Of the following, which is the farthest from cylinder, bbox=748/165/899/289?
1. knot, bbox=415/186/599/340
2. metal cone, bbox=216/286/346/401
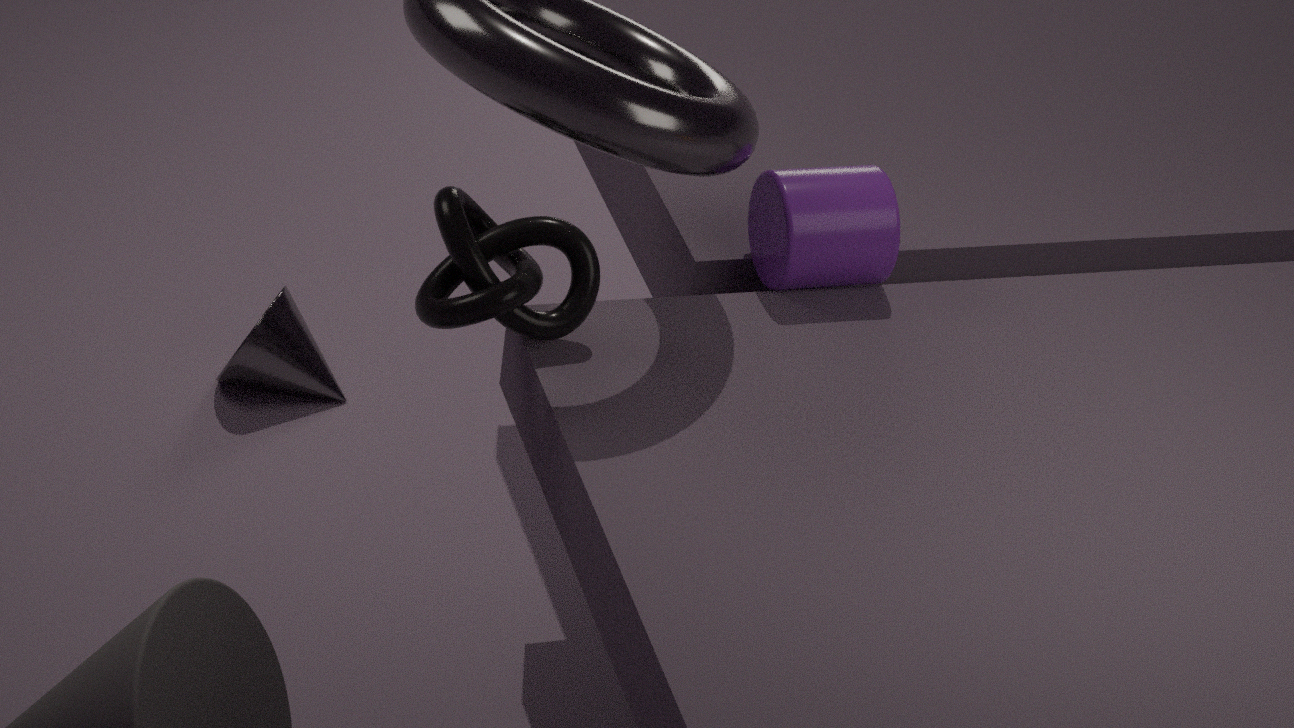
metal cone, bbox=216/286/346/401
